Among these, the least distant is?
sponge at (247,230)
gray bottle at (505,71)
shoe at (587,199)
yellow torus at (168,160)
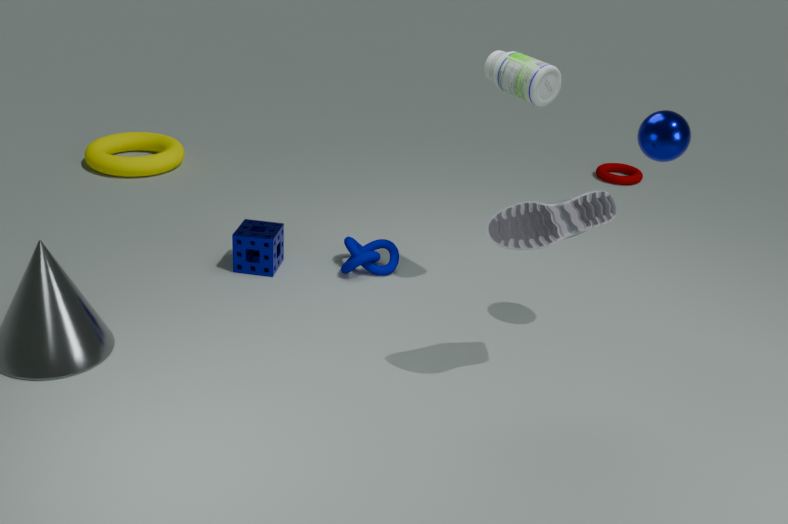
shoe at (587,199)
